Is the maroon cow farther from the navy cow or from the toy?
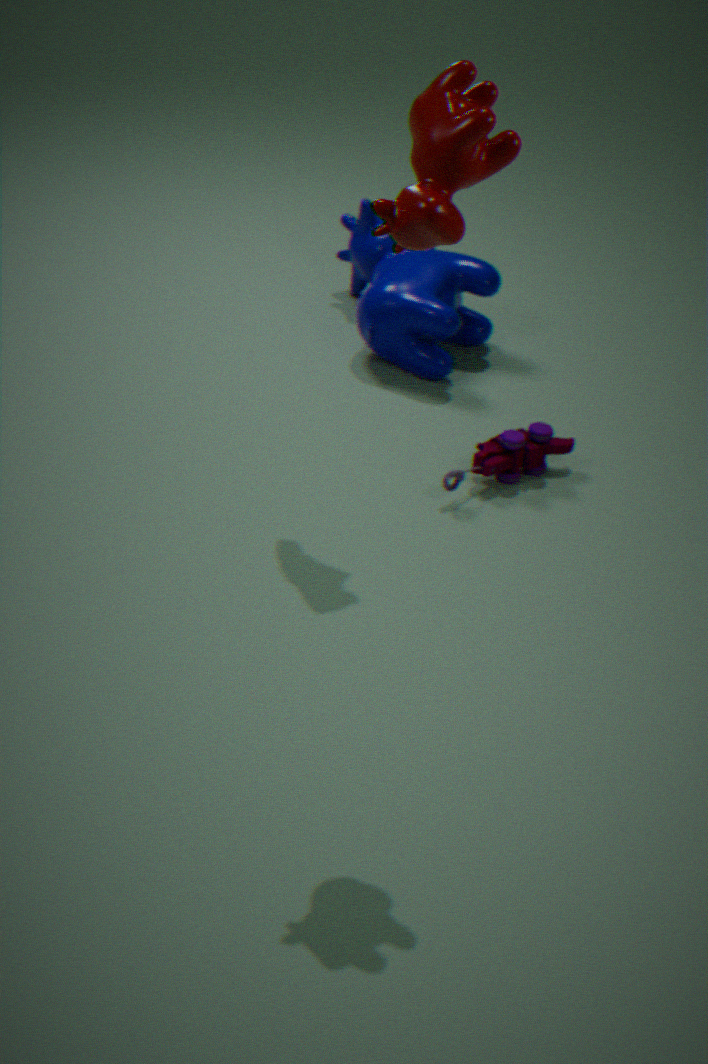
the navy cow
